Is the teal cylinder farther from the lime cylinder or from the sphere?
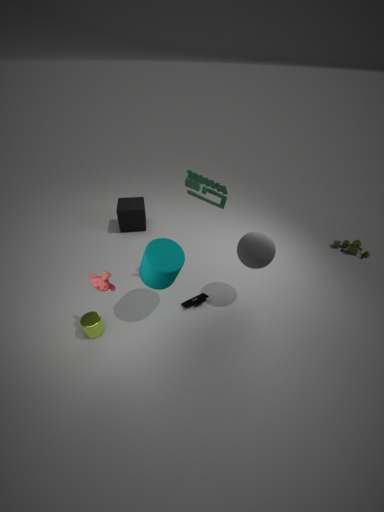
the sphere
